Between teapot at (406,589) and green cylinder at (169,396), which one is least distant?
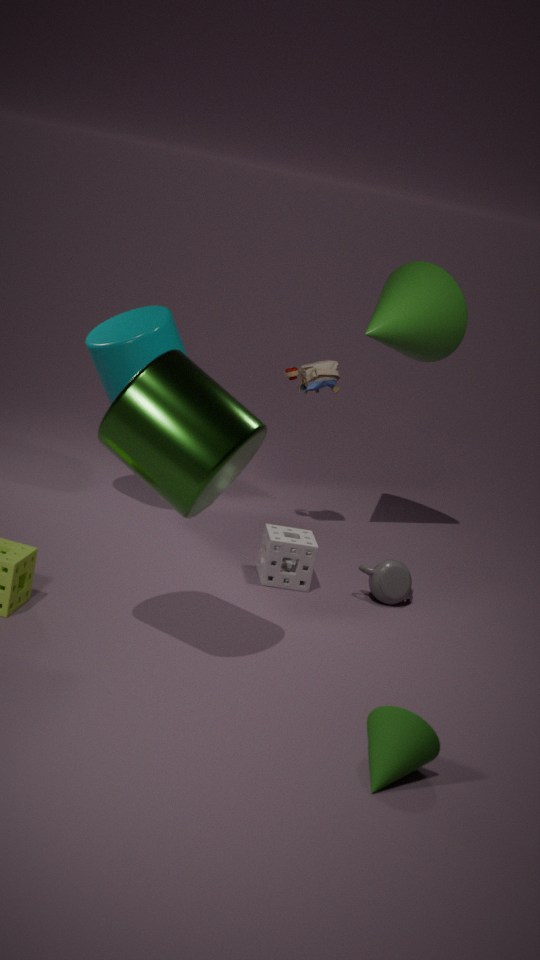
green cylinder at (169,396)
